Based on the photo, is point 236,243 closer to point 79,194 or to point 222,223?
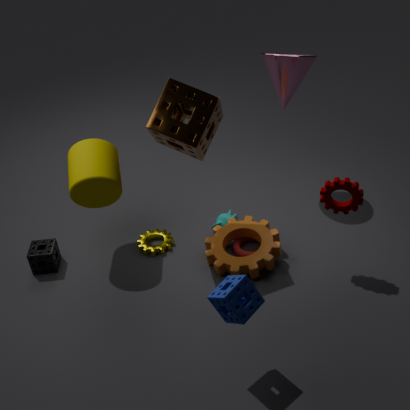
point 222,223
